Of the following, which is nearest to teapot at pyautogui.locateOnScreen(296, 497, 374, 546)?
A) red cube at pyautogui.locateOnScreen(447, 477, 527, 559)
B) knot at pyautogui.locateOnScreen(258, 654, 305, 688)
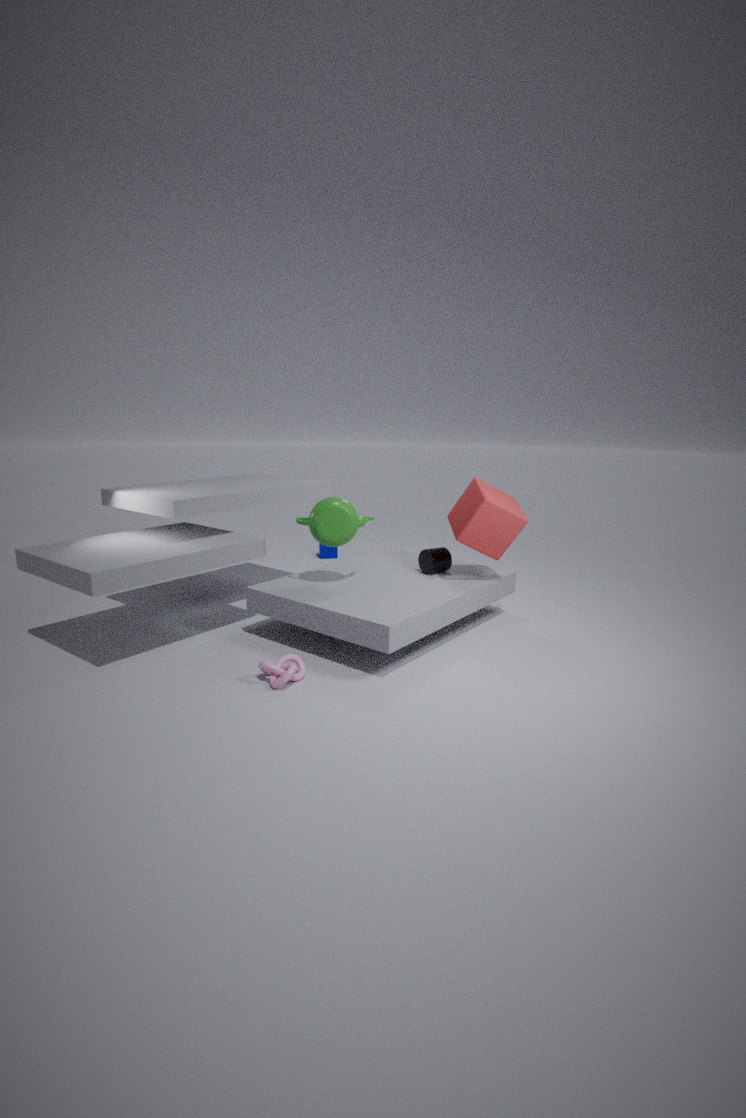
red cube at pyautogui.locateOnScreen(447, 477, 527, 559)
